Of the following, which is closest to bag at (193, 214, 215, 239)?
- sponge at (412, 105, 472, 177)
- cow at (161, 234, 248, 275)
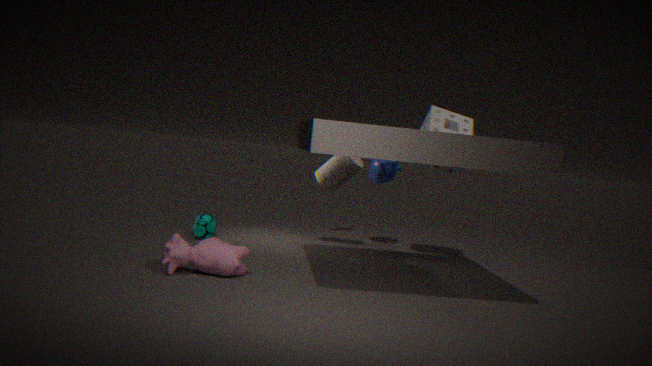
cow at (161, 234, 248, 275)
